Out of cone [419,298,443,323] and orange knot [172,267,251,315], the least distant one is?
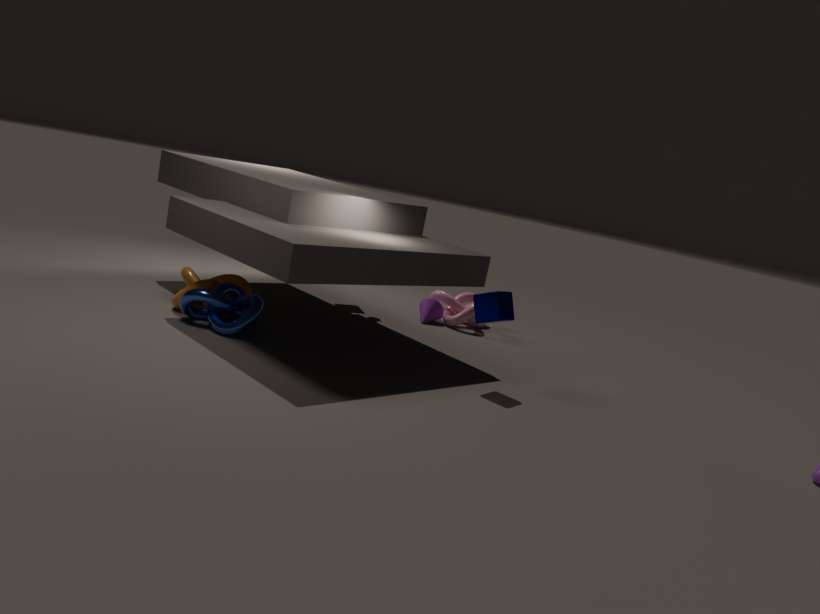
orange knot [172,267,251,315]
